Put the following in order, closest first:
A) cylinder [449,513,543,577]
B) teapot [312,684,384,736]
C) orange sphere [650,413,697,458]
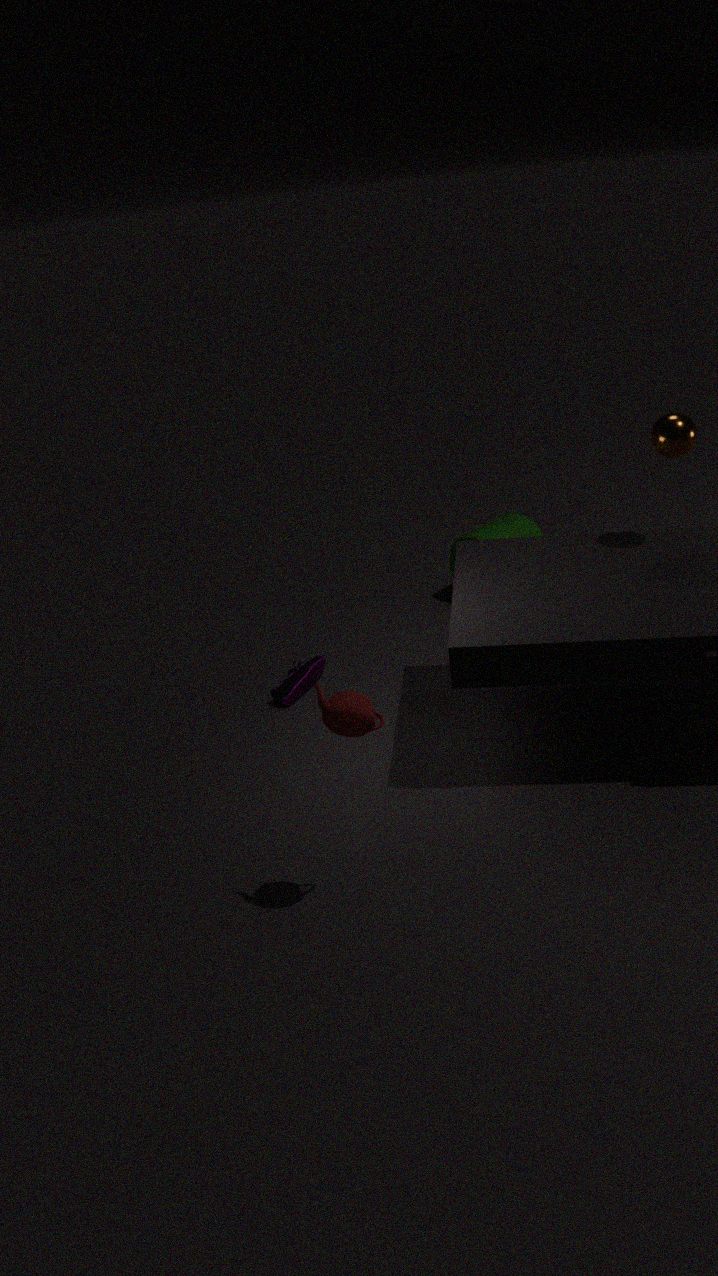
teapot [312,684,384,736] < orange sphere [650,413,697,458] < cylinder [449,513,543,577]
